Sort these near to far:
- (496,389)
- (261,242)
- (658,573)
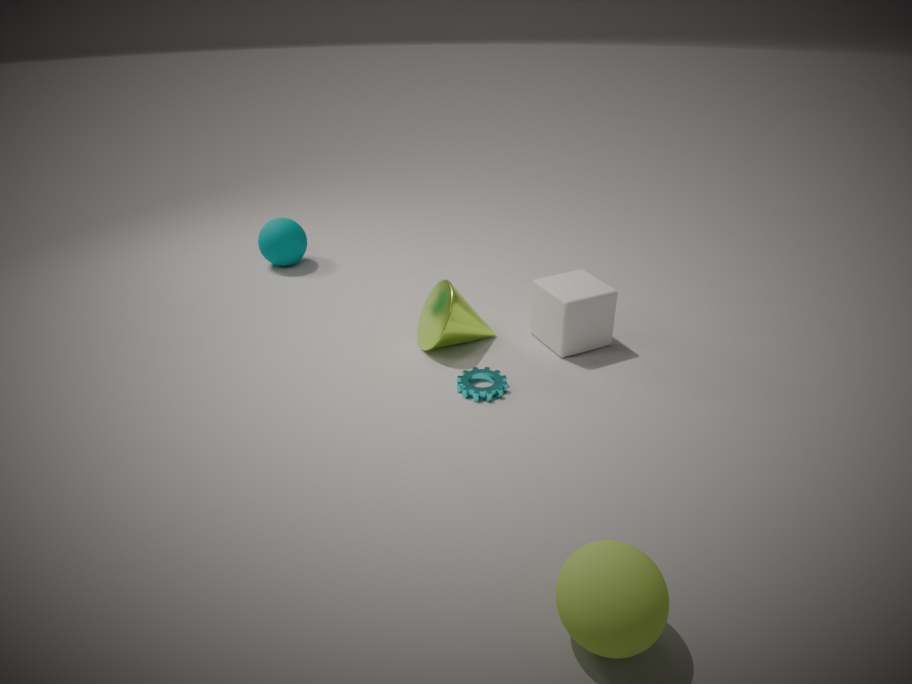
(658,573), (496,389), (261,242)
